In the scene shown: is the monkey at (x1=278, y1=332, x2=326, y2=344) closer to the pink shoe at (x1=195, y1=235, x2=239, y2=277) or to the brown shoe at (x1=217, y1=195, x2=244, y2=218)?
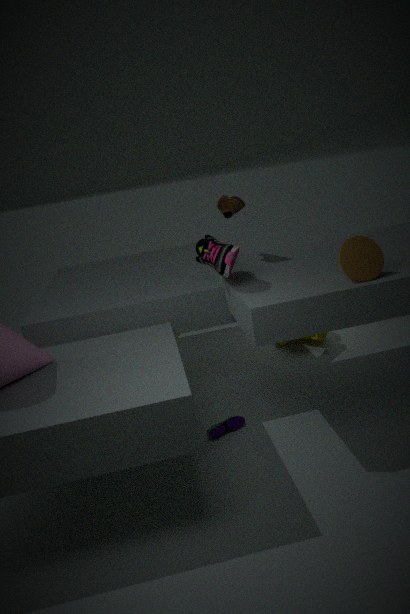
the brown shoe at (x1=217, y1=195, x2=244, y2=218)
